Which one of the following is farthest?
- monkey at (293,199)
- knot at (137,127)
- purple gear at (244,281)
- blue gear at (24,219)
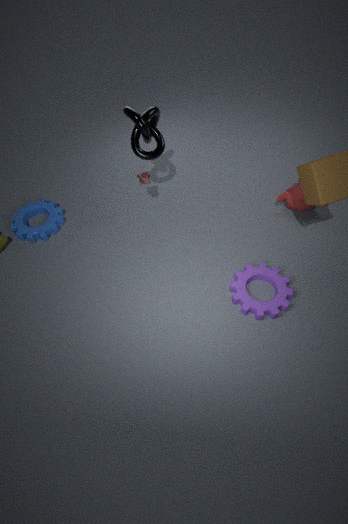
blue gear at (24,219)
